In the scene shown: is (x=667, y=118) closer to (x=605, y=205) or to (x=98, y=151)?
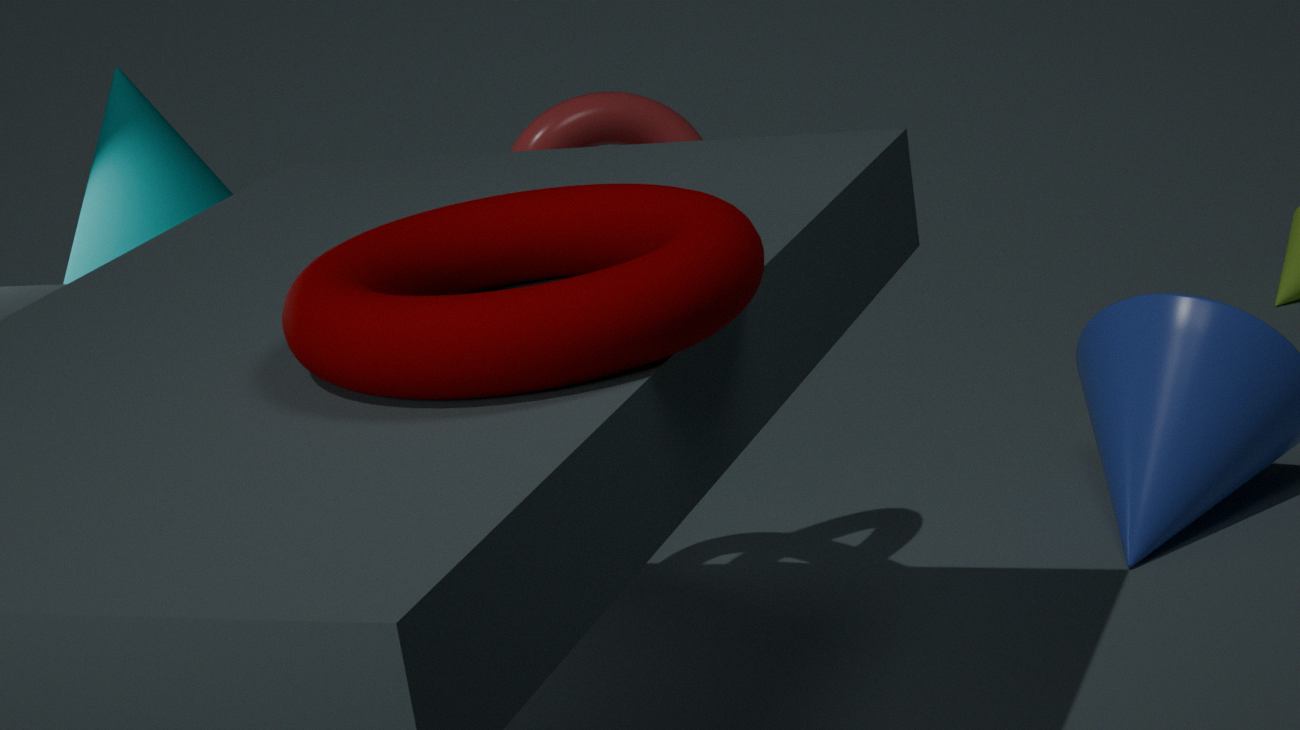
(x=98, y=151)
